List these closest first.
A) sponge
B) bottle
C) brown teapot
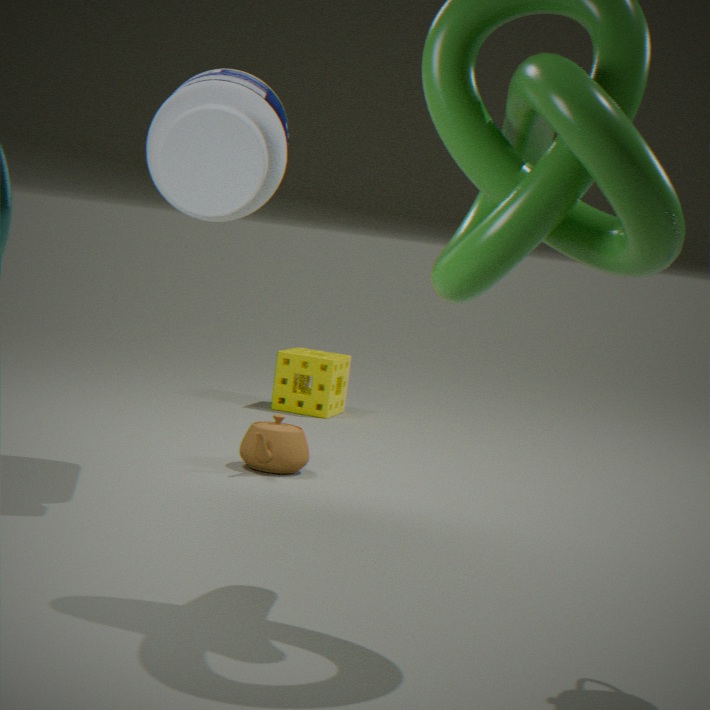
bottle, brown teapot, sponge
